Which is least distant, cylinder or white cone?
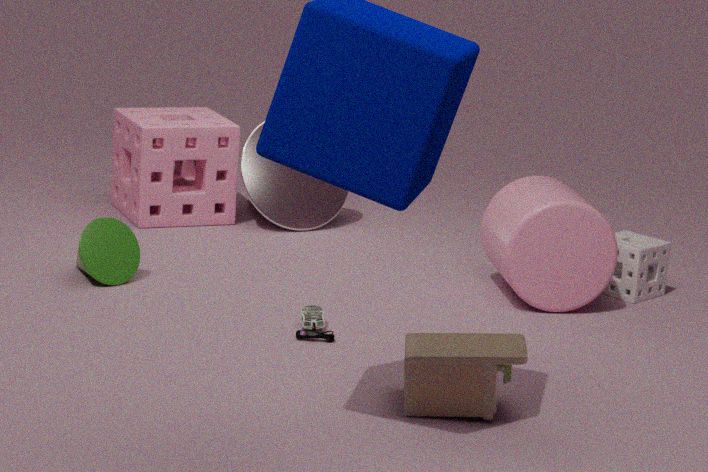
cylinder
